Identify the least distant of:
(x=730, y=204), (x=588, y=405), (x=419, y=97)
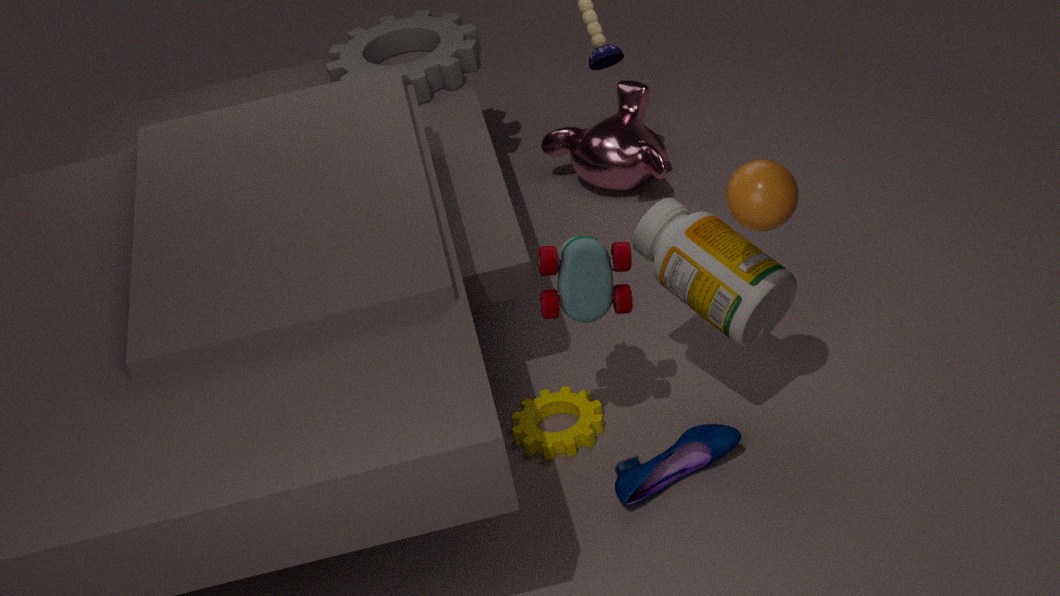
(x=730, y=204)
